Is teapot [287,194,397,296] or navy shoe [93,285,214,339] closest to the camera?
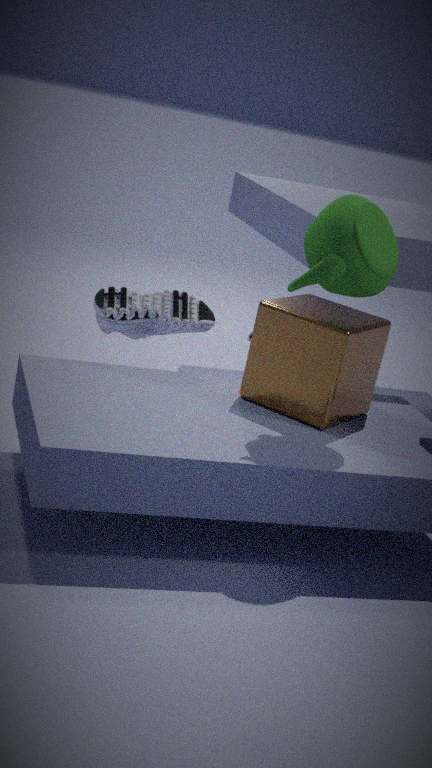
teapot [287,194,397,296]
